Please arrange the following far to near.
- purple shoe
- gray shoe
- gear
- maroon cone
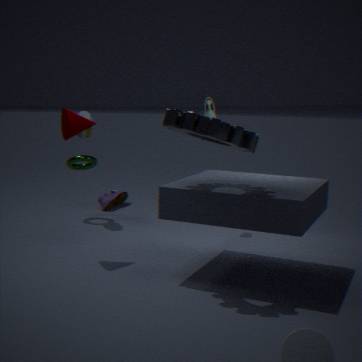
purple shoe
gray shoe
maroon cone
gear
